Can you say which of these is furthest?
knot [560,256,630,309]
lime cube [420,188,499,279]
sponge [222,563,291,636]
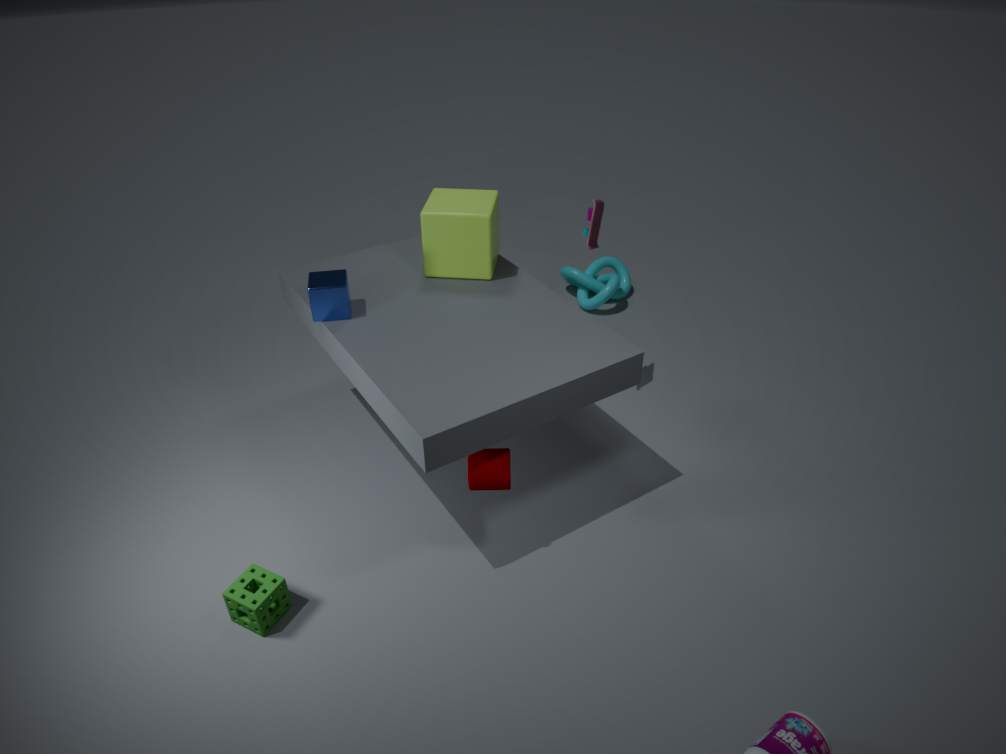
knot [560,256,630,309]
